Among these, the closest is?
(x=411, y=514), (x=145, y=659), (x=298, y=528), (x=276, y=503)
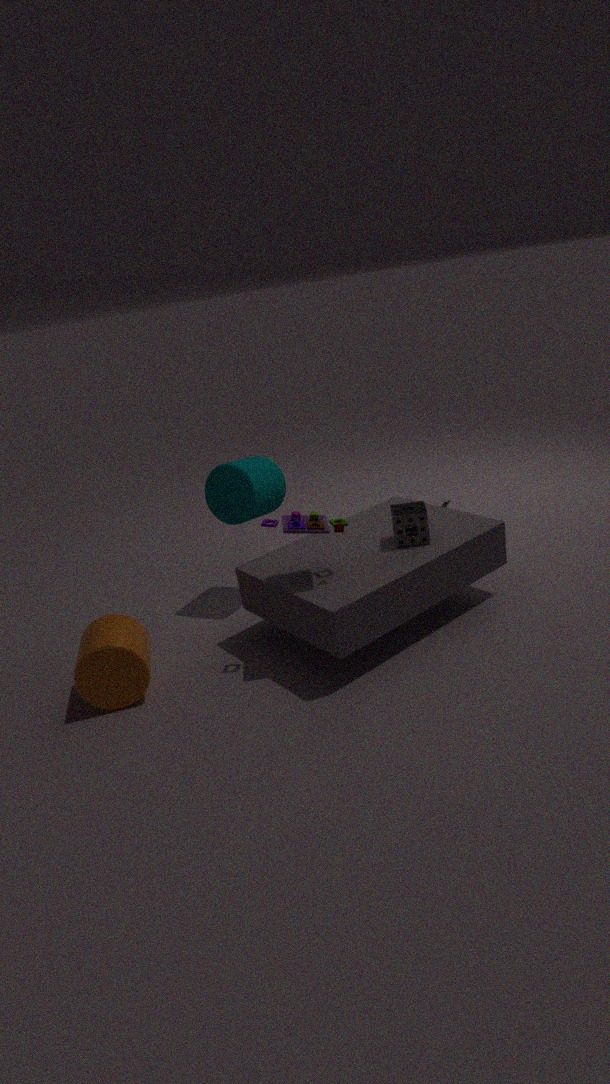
(x=298, y=528)
